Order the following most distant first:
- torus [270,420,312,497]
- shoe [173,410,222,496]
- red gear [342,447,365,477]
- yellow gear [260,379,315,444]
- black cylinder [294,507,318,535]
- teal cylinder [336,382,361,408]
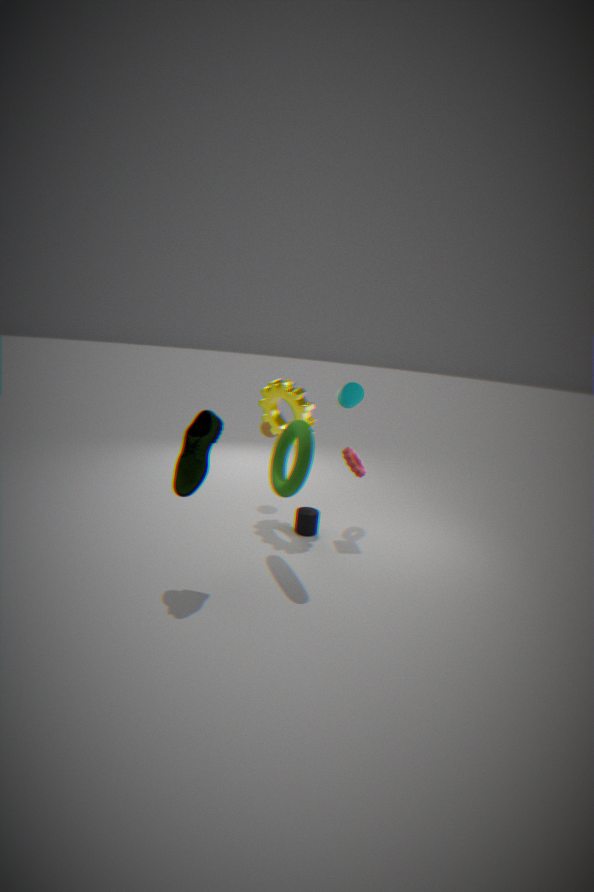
red gear [342,447,365,477]
teal cylinder [336,382,361,408]
yellow gear [260,379,315,444]
black cylinder [294,507,318,535]
torus [270,420,312,497]
shoe [173,410,222,496]
